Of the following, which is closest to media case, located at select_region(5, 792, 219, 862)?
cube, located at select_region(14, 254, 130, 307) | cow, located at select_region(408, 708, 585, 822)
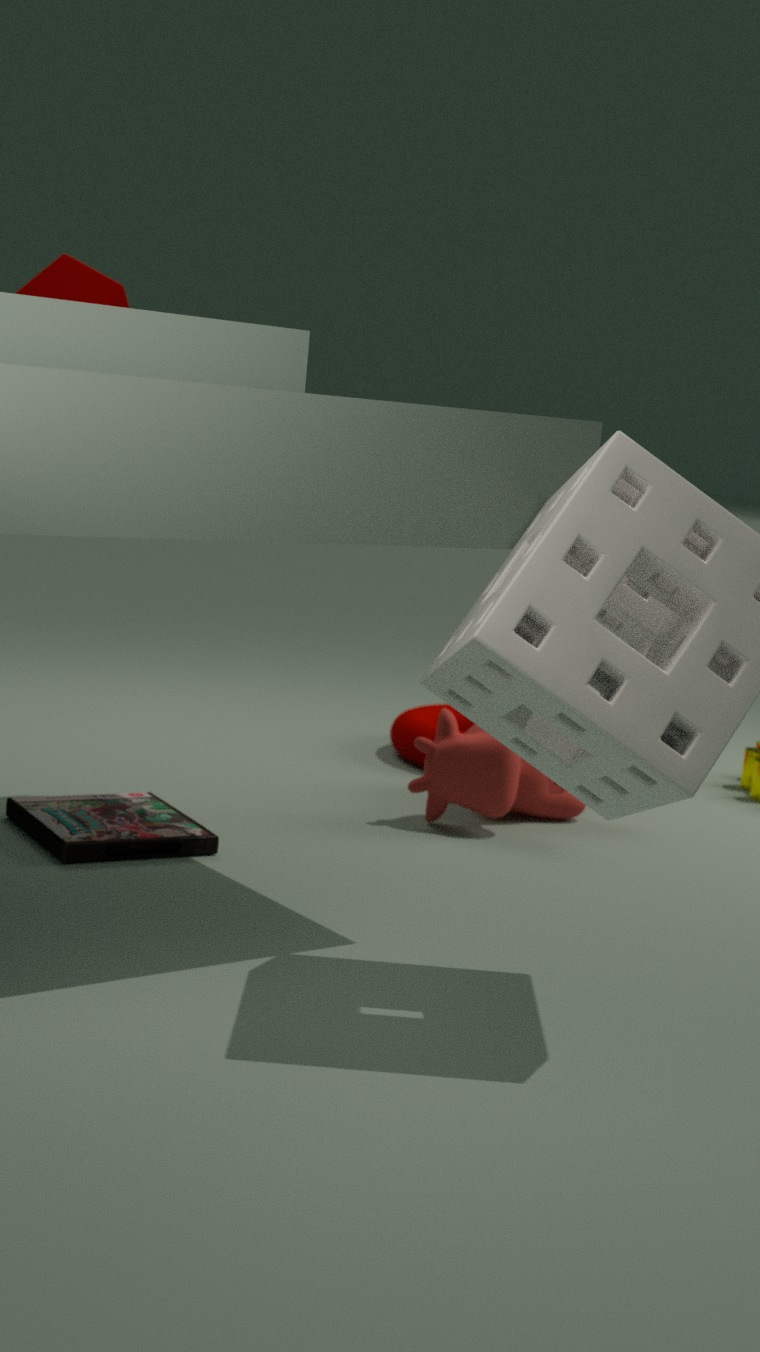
cow, located at select_region(408, 708, 585, 822)
